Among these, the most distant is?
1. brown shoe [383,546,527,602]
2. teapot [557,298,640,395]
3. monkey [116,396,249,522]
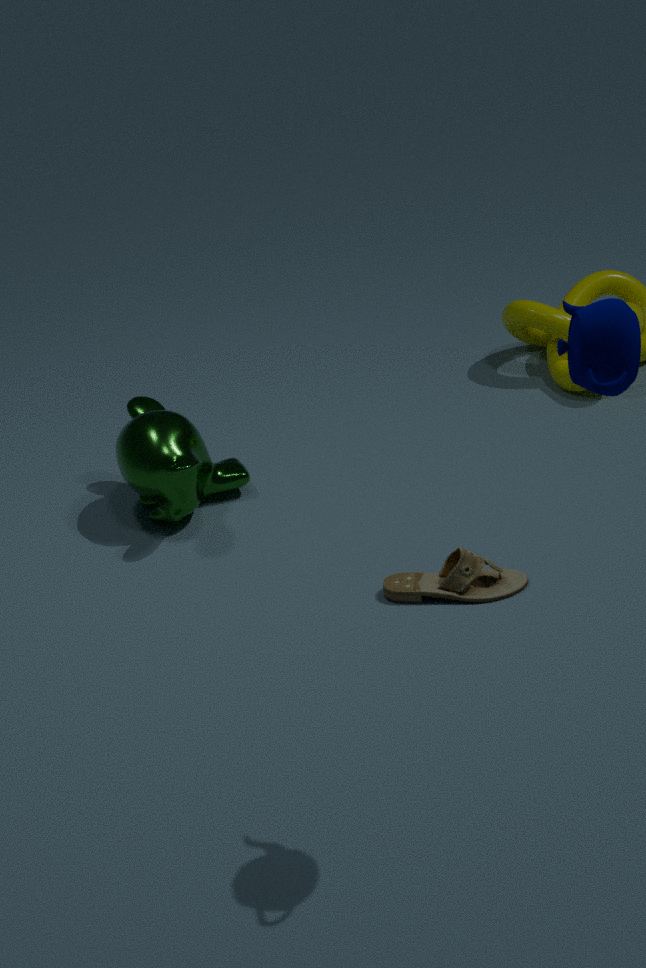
monkey [116,396,249,522]
